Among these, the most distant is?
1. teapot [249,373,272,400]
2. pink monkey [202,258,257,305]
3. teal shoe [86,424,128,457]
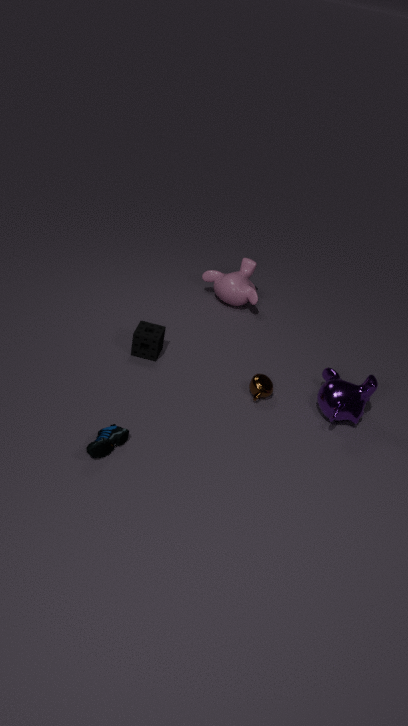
pink monkey [202,258,257,305]
